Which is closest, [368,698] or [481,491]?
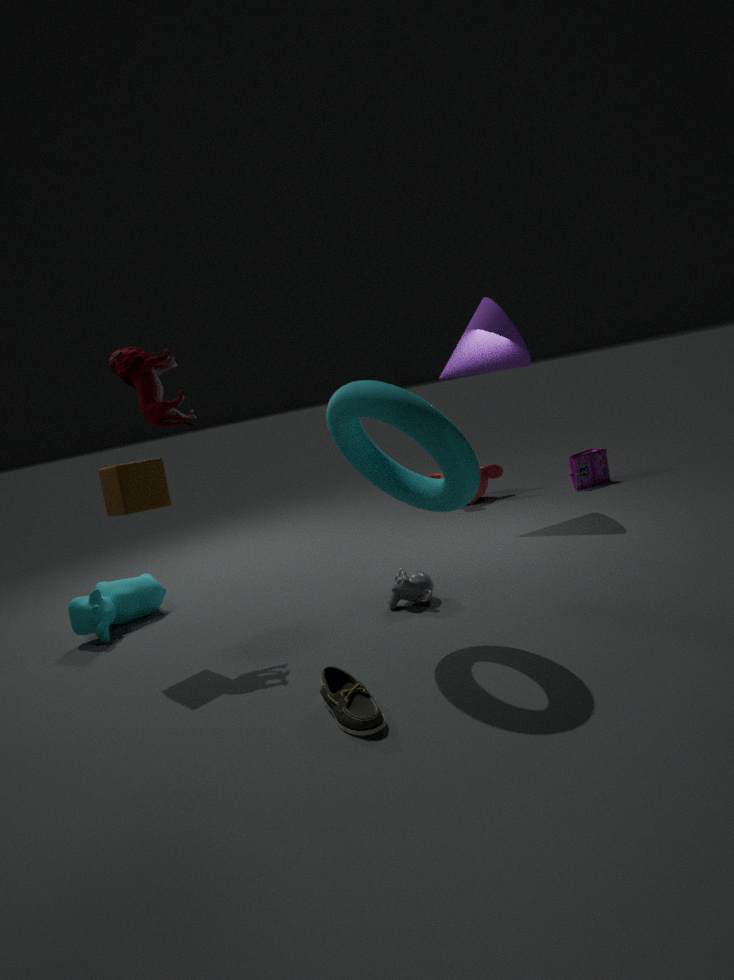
[368,698]
